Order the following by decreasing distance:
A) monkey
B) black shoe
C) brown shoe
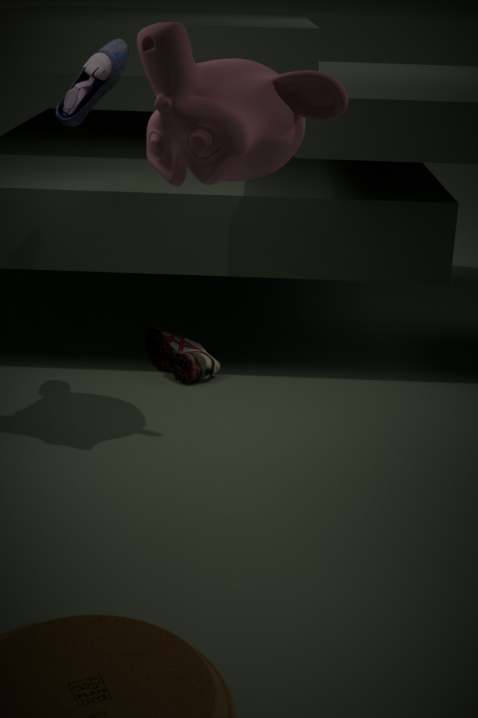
brown shoe < black shoe < monkey
